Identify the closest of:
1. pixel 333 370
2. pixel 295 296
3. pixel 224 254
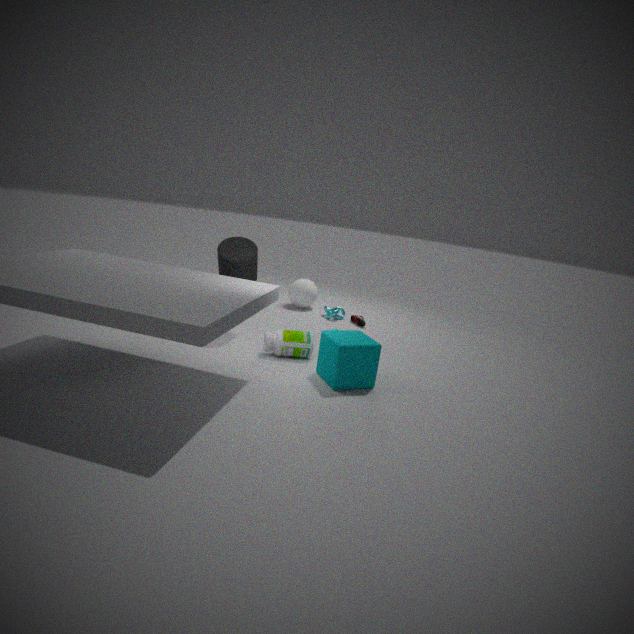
pixel 333 370
